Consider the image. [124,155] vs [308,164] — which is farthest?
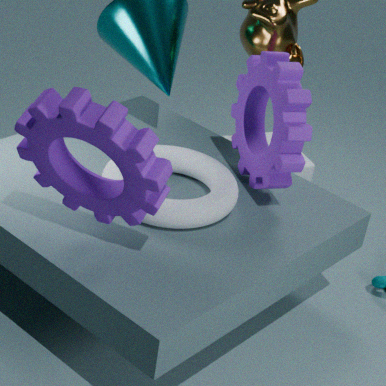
[308,164]
